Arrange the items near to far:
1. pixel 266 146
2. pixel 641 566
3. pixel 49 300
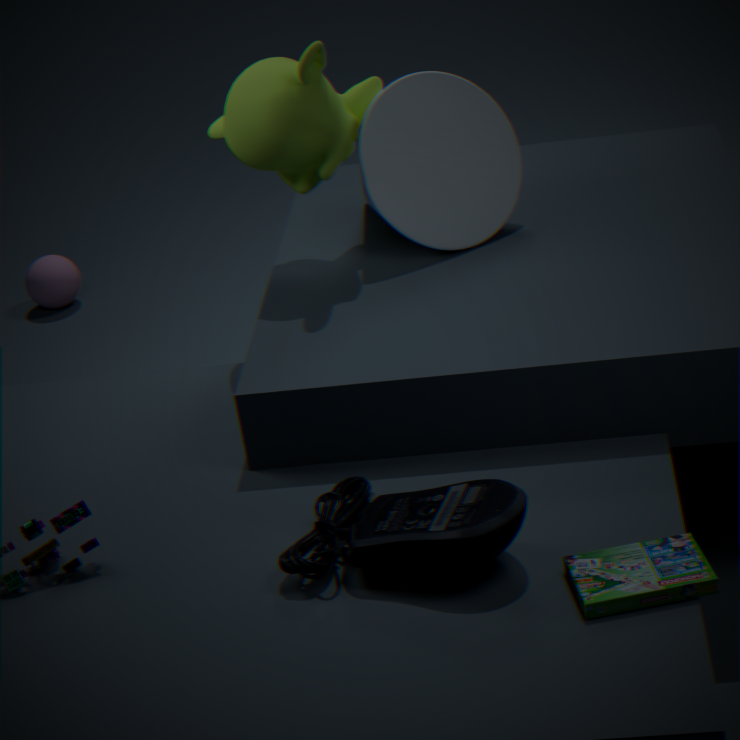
pixel 641 566
pixel 266 146
pixel 49 300
